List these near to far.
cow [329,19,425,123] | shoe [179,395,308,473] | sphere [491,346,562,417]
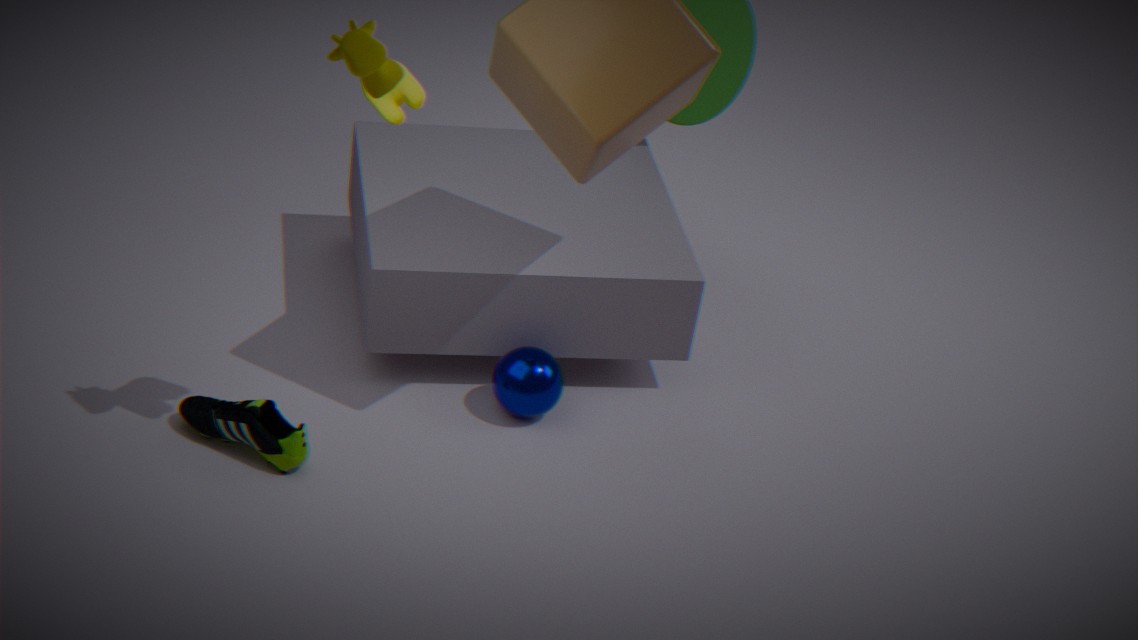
cow [329,19,425,123] → shoe [179,395,308,473] → sphere [491,346,562,417]
